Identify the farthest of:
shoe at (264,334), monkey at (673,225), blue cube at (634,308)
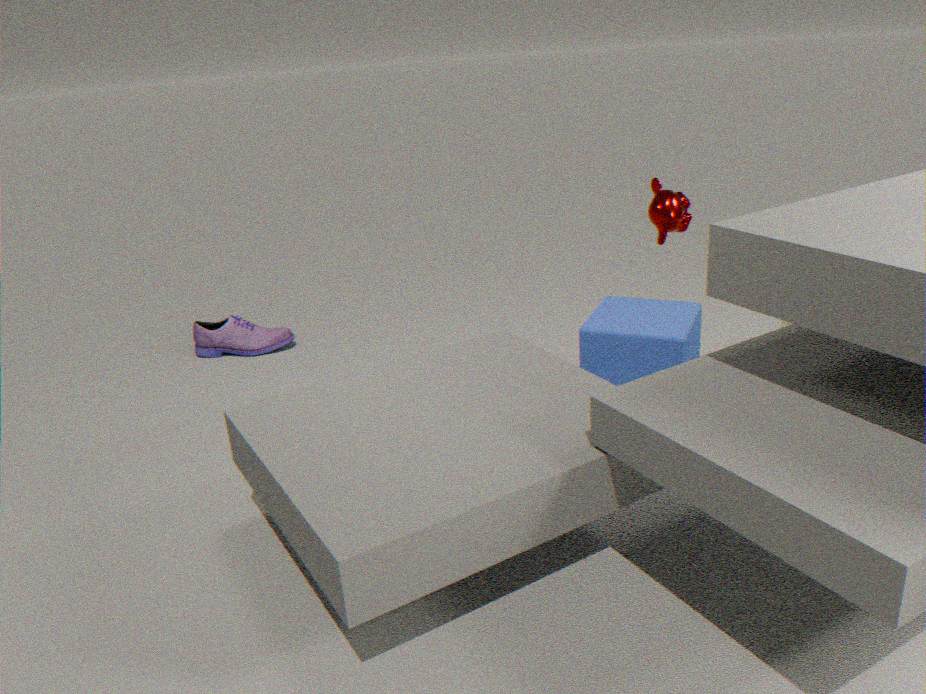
shoe at (264,334)
